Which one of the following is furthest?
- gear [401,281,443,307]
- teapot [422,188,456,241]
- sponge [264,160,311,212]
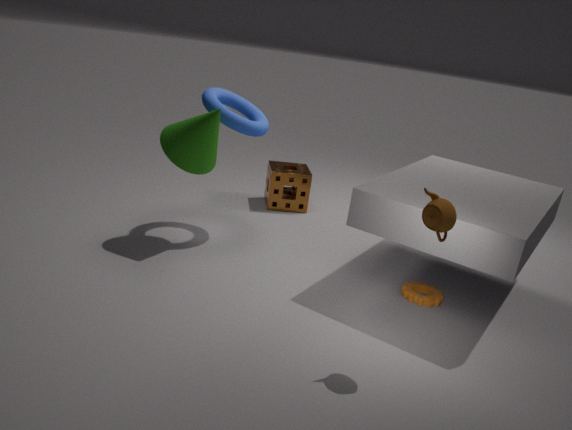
sponge [264,160,311,212]
